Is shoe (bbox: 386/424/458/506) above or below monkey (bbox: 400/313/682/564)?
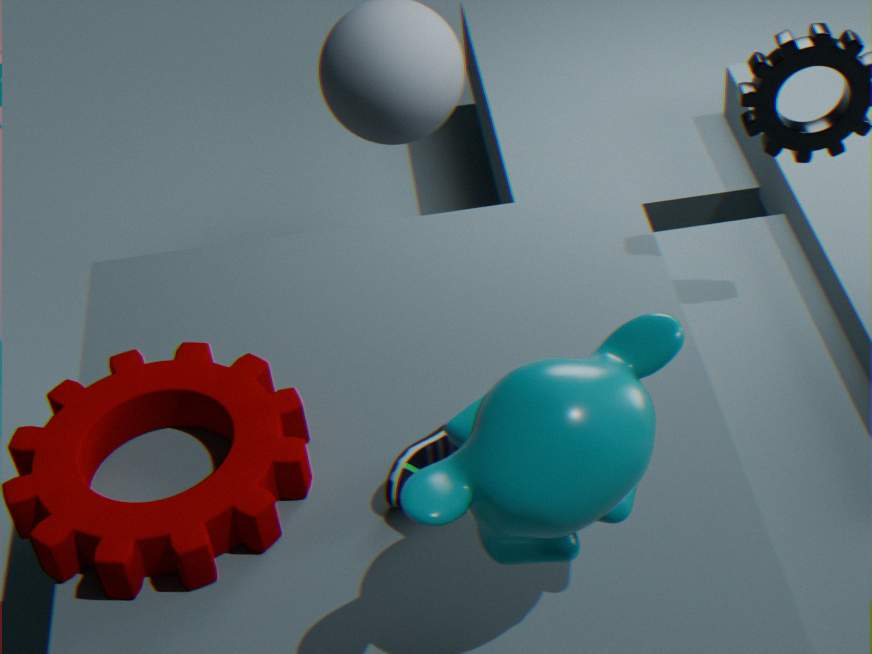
below
